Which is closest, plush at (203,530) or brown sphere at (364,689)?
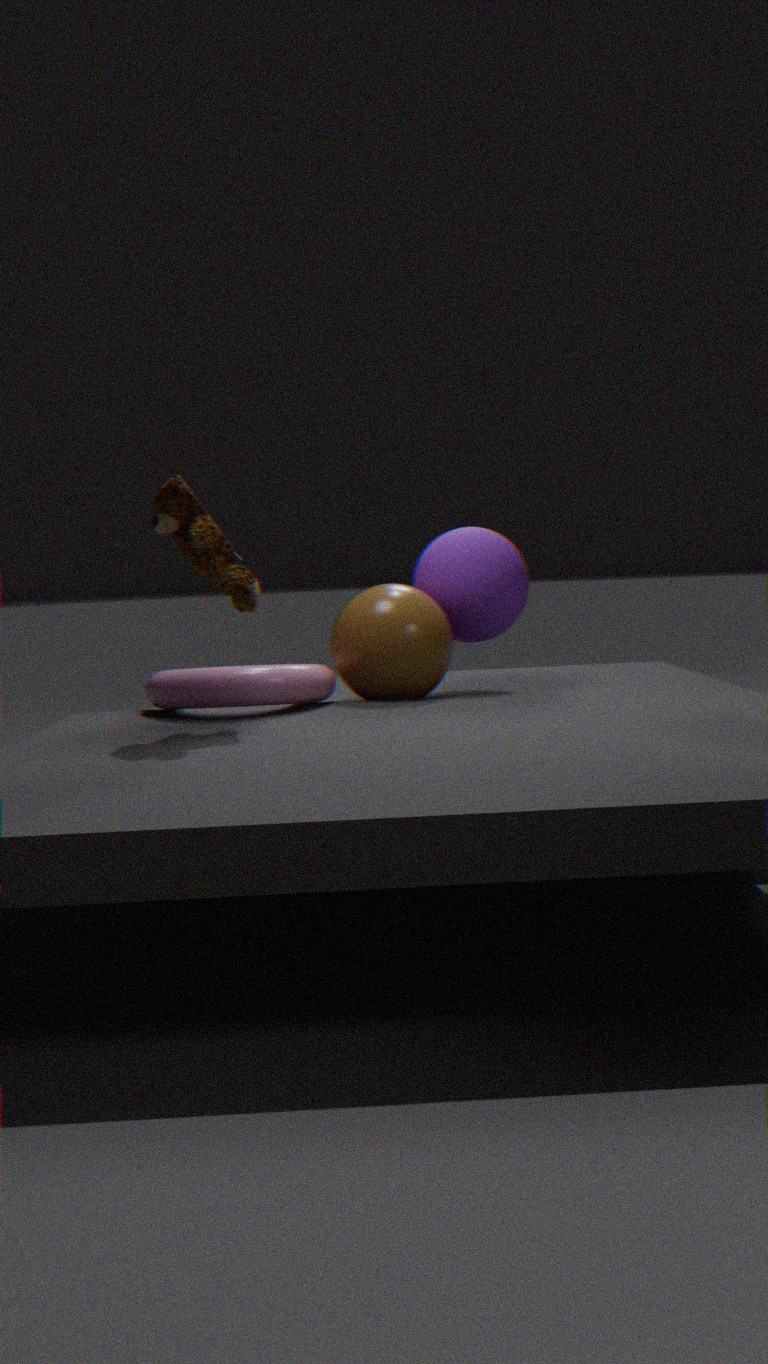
plush at (203,530)
